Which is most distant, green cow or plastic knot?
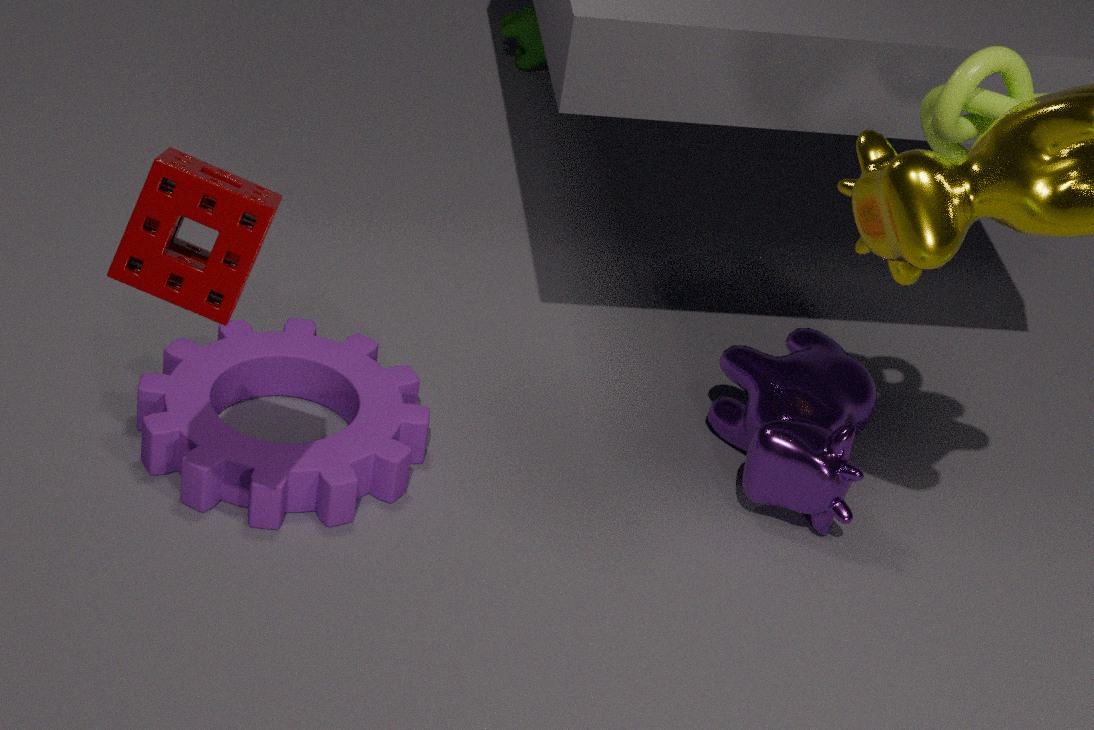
green cow
